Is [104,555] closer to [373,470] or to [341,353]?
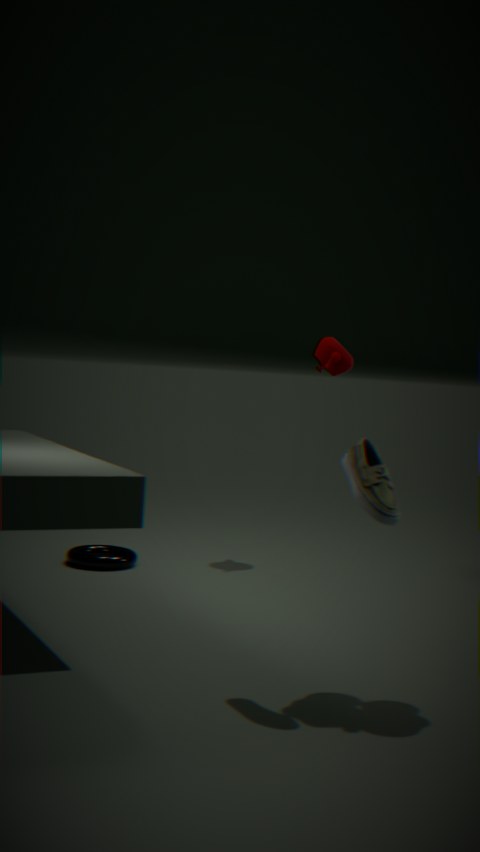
[341,353]
